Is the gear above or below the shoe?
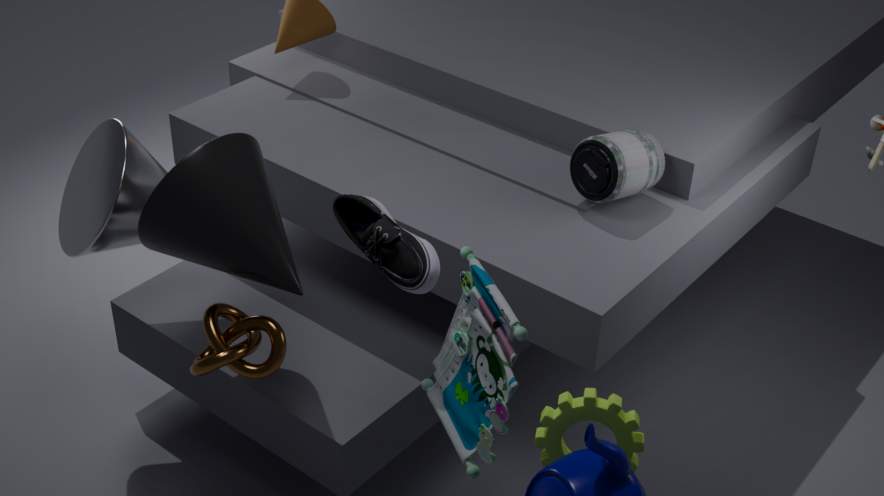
below
